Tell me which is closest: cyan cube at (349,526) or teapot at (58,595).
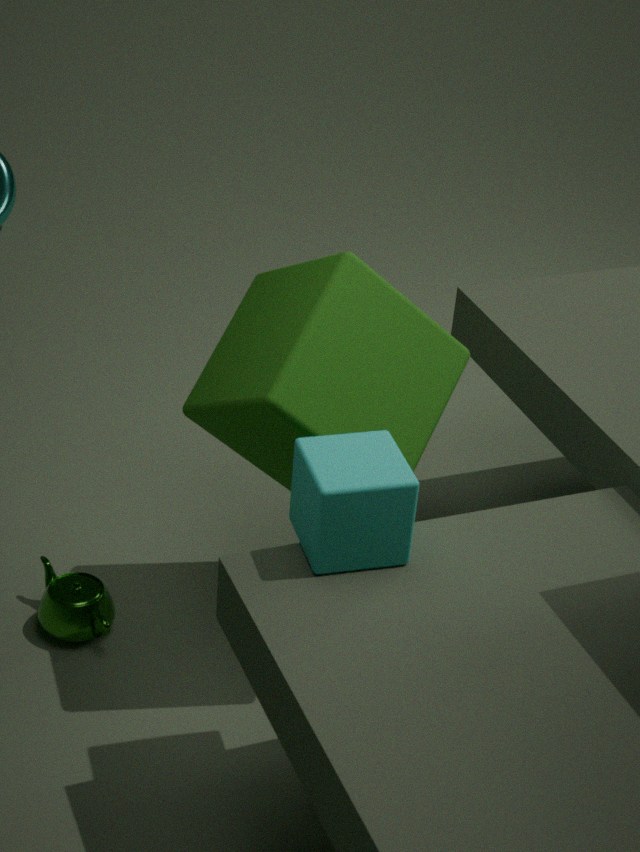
cyan cube at (349,526)
